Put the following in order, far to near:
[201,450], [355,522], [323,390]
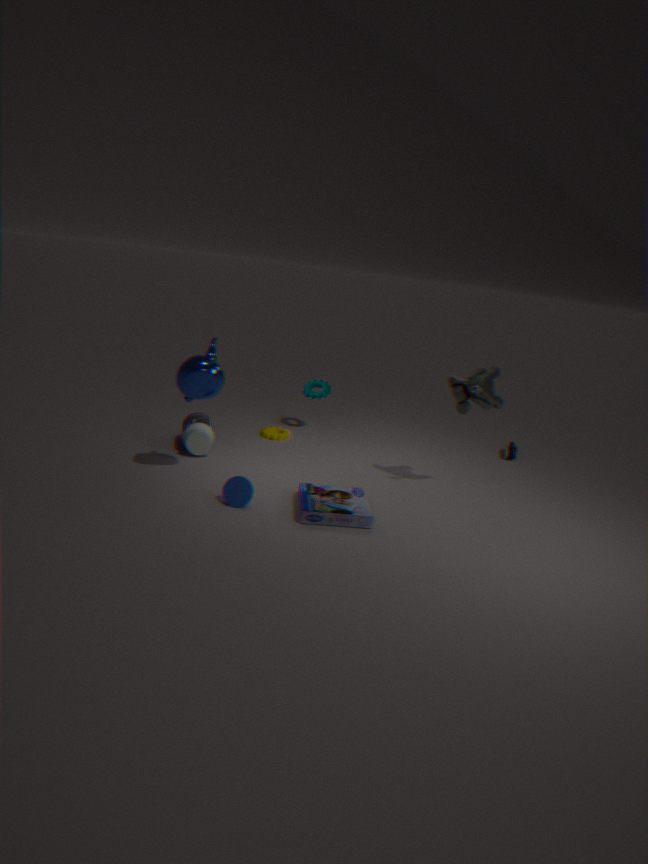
1. [323,390]
2. [201,450]
3. [355,522]
